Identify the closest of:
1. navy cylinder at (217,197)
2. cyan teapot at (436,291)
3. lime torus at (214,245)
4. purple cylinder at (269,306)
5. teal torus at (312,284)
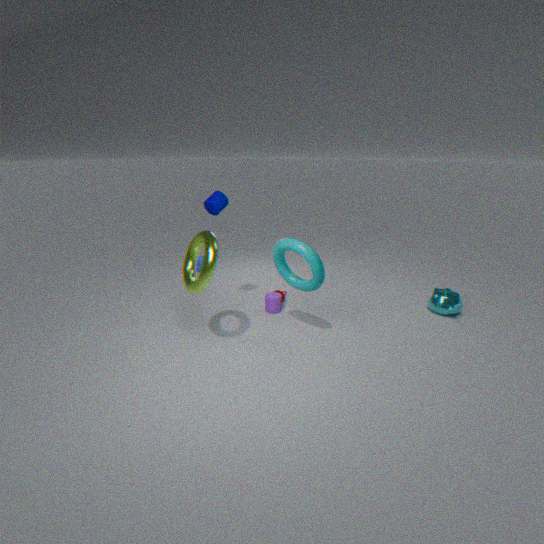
lime torus at (214,245)
